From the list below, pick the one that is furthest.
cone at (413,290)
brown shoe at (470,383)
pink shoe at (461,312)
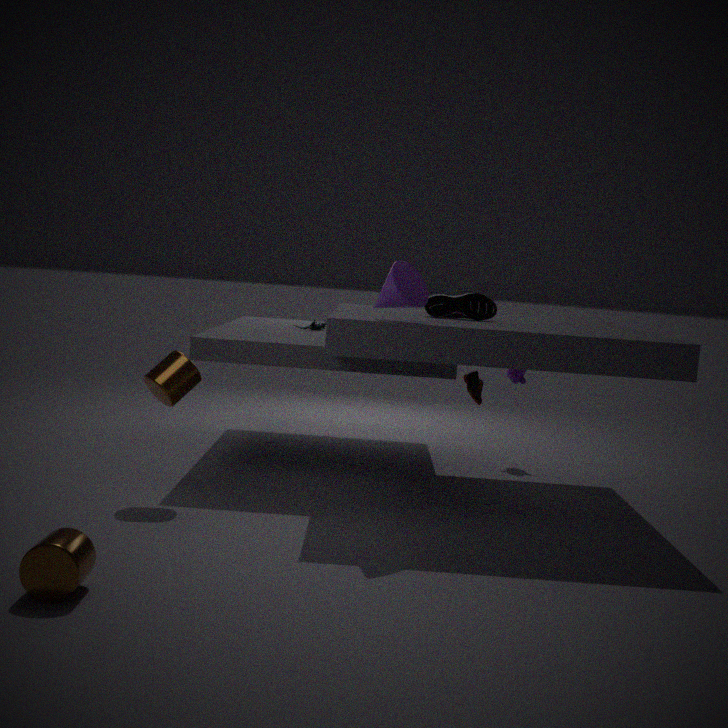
brown shoe at (470,383)
